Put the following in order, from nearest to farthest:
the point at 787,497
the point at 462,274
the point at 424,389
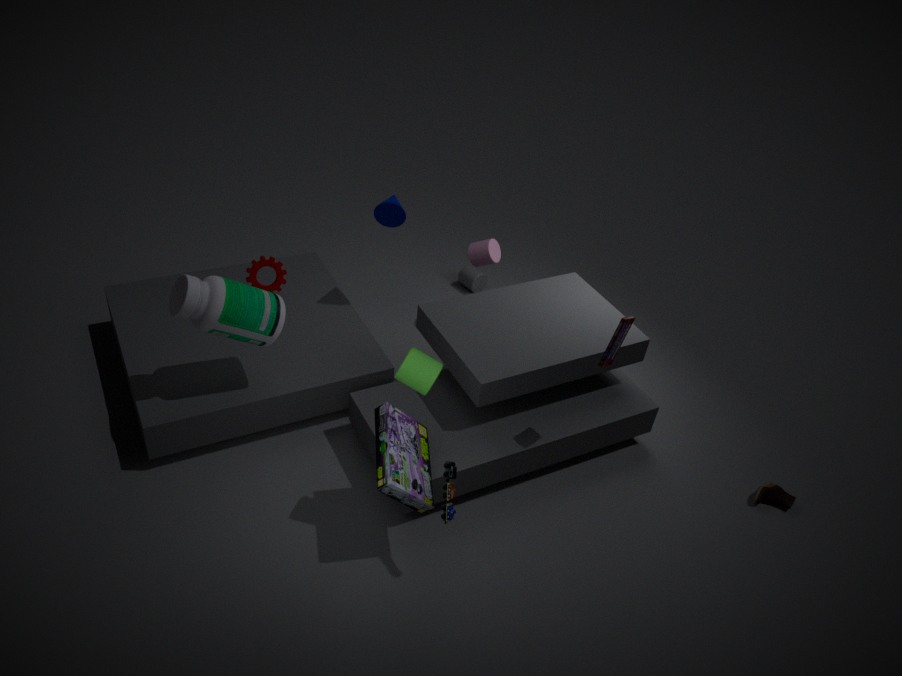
1. the point at 424,389
2. the point at 787,497
3. the point at 462,274
